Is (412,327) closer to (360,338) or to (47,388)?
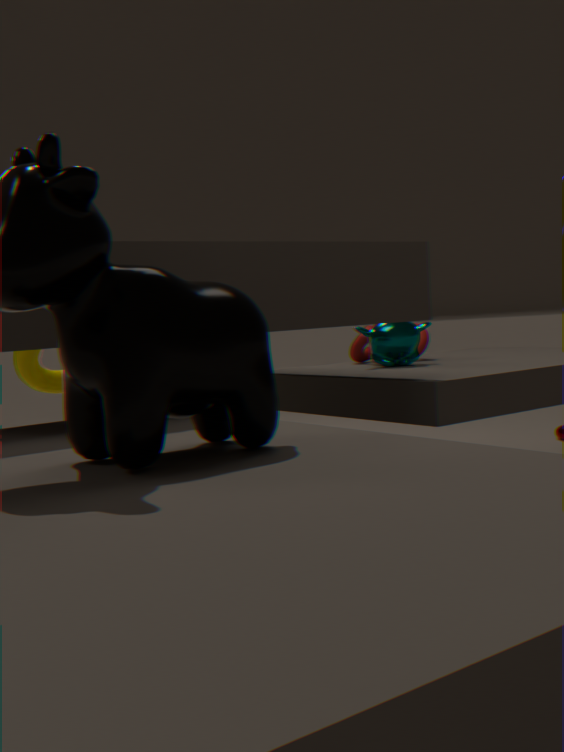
(360,338)
